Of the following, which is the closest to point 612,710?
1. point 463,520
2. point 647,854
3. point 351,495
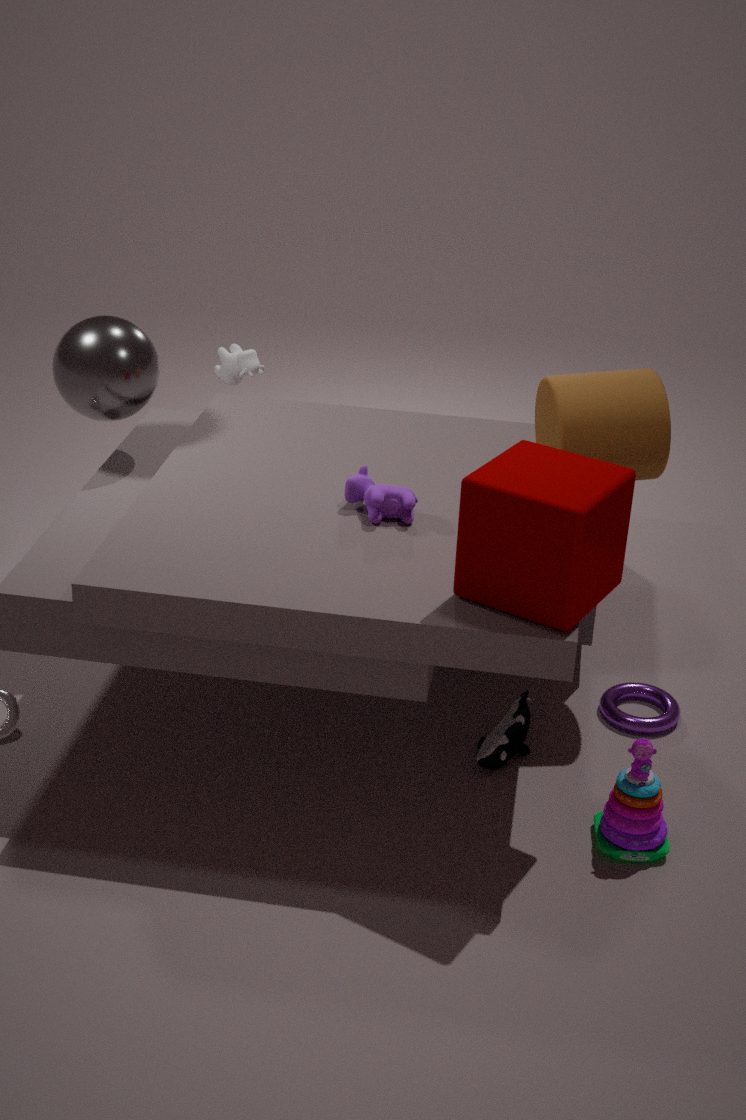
point 647,854
